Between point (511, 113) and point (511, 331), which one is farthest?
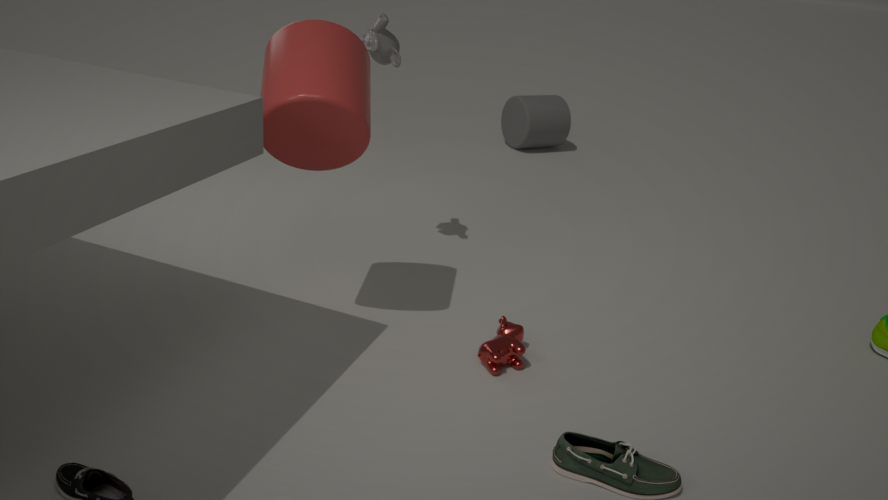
point (511, 113)
